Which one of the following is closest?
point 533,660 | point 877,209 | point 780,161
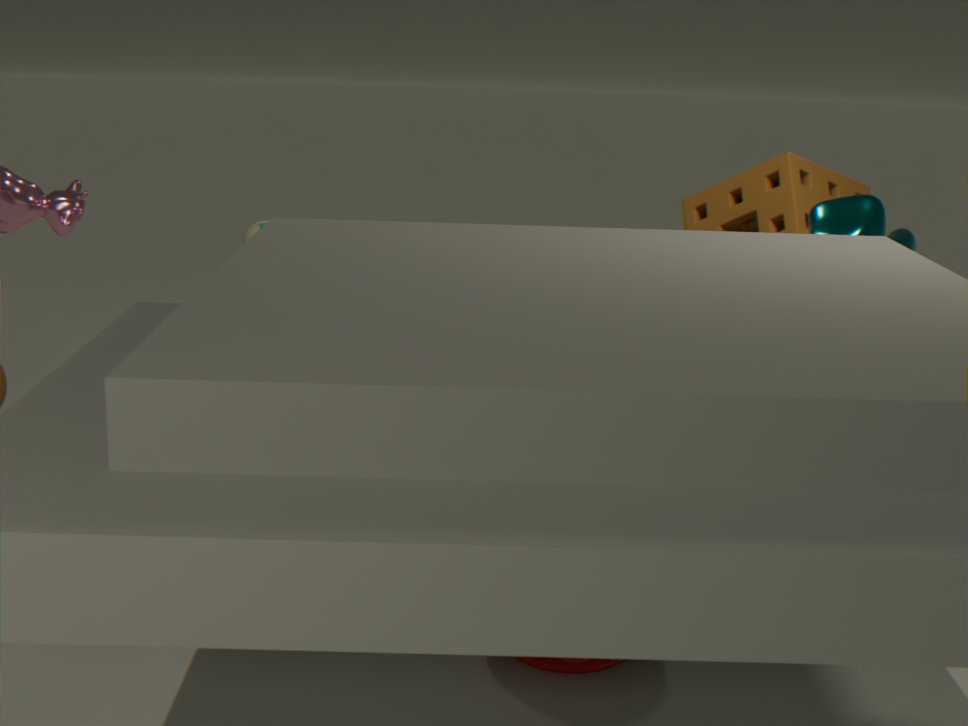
point 533,660
